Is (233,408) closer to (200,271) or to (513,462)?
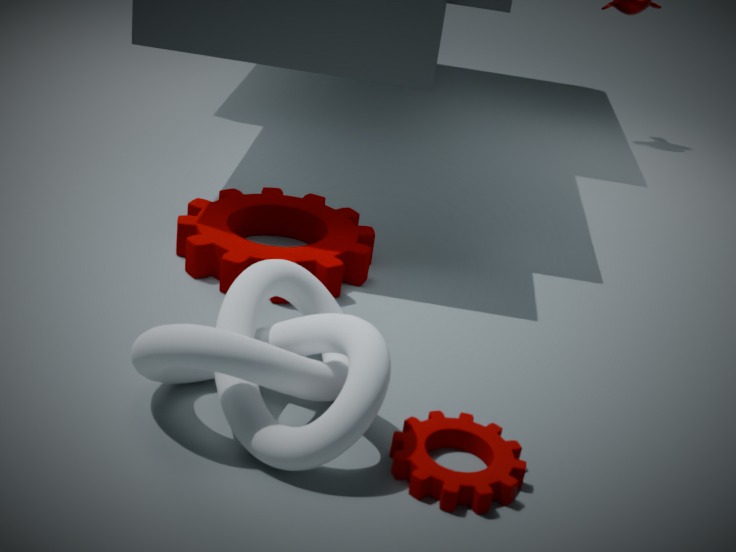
(513,462)
